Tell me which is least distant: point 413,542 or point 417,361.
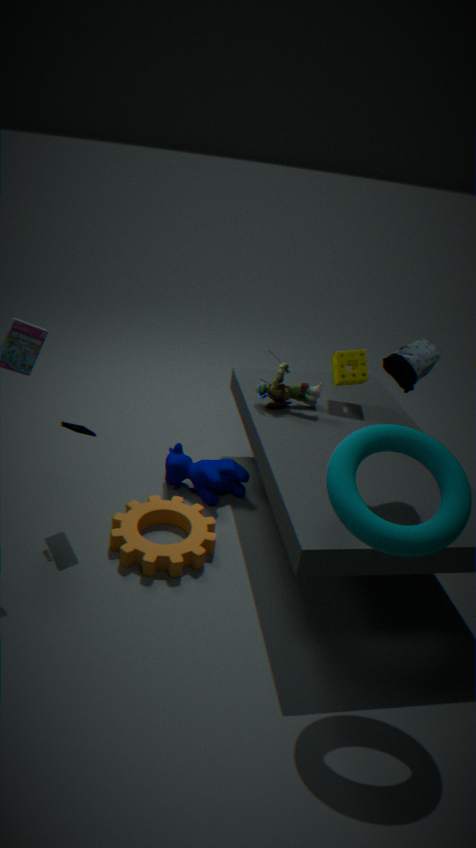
point 413,542
